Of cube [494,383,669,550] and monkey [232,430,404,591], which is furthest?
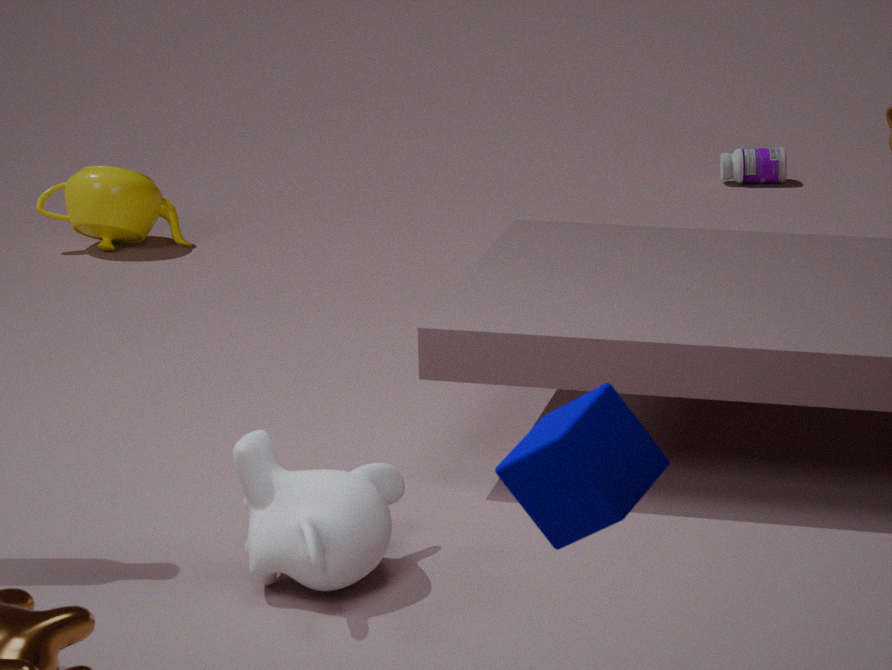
monkey [232,430,404,591]
